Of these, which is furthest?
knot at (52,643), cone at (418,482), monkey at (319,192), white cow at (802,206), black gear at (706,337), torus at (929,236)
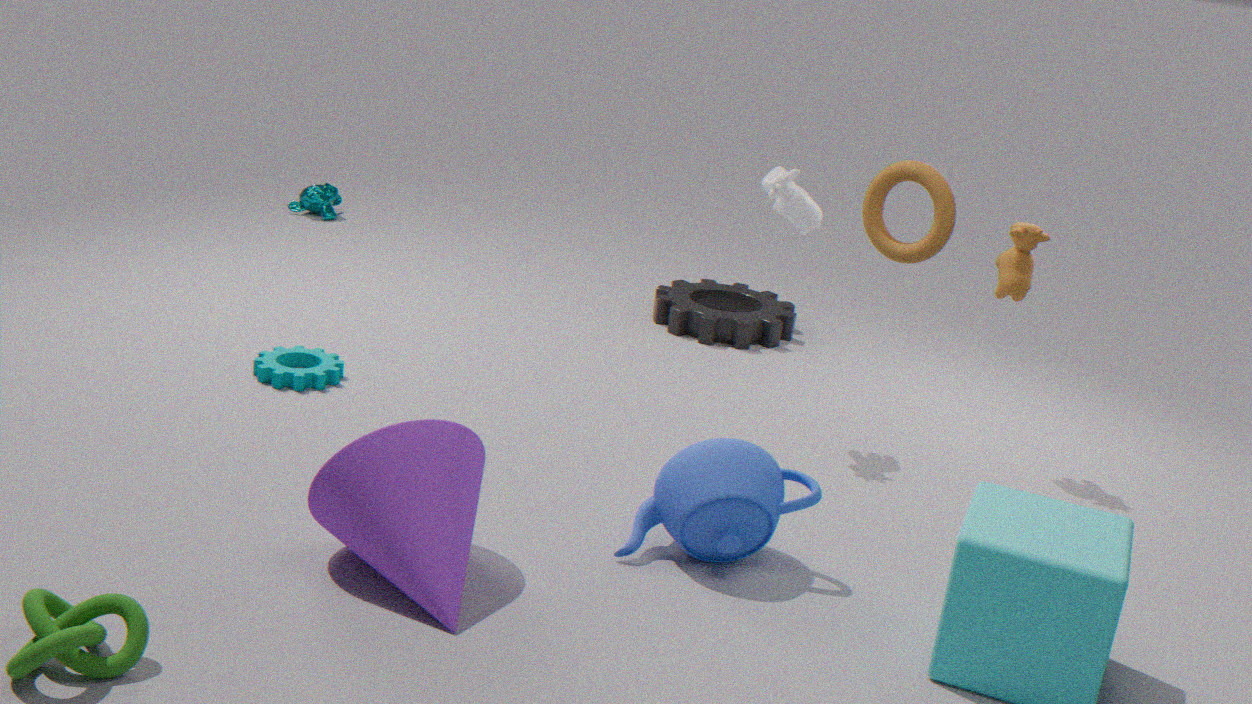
monkey at (319,192)
